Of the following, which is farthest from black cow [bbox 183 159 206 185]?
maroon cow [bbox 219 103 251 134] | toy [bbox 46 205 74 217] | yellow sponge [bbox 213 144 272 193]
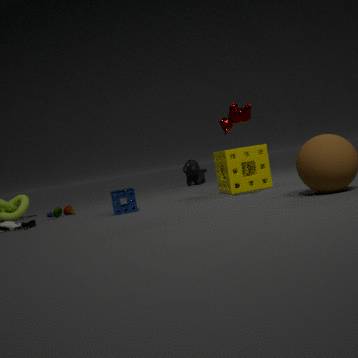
maroon cow [bbox 219 103 251 134]
